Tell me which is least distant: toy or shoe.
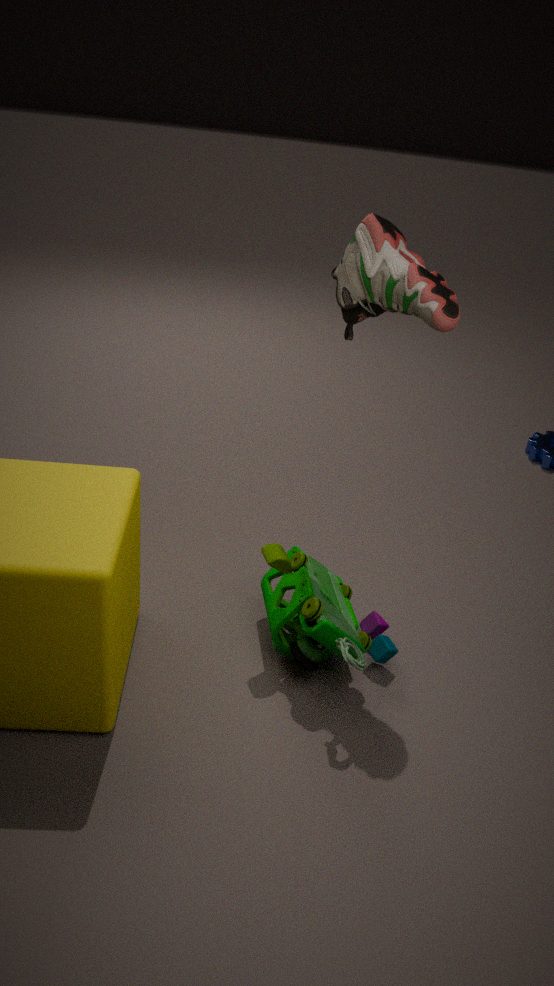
shoe
